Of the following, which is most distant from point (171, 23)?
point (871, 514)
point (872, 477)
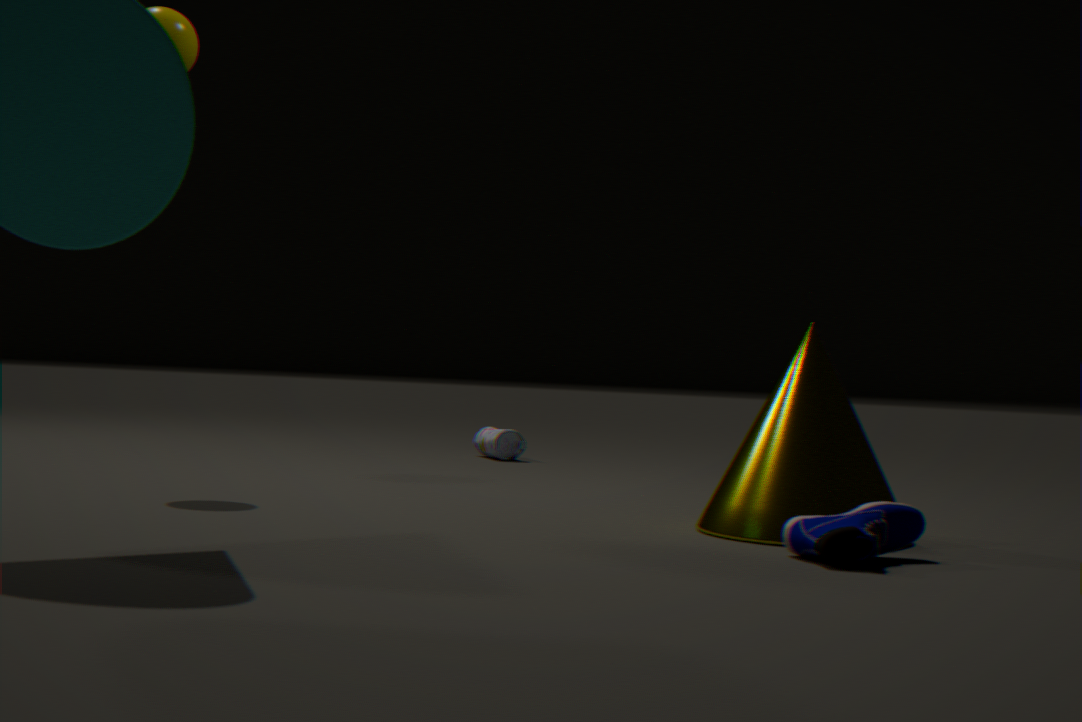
point (871, 514)
